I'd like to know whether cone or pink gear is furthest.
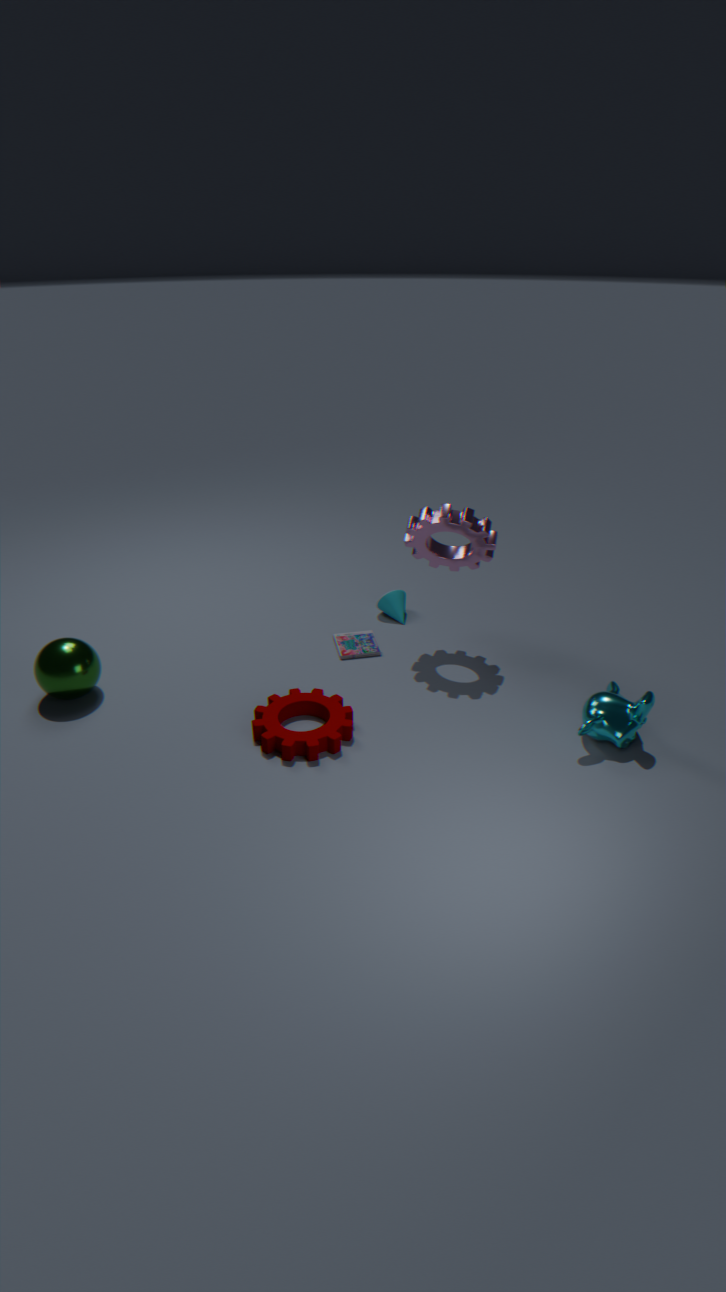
cone
